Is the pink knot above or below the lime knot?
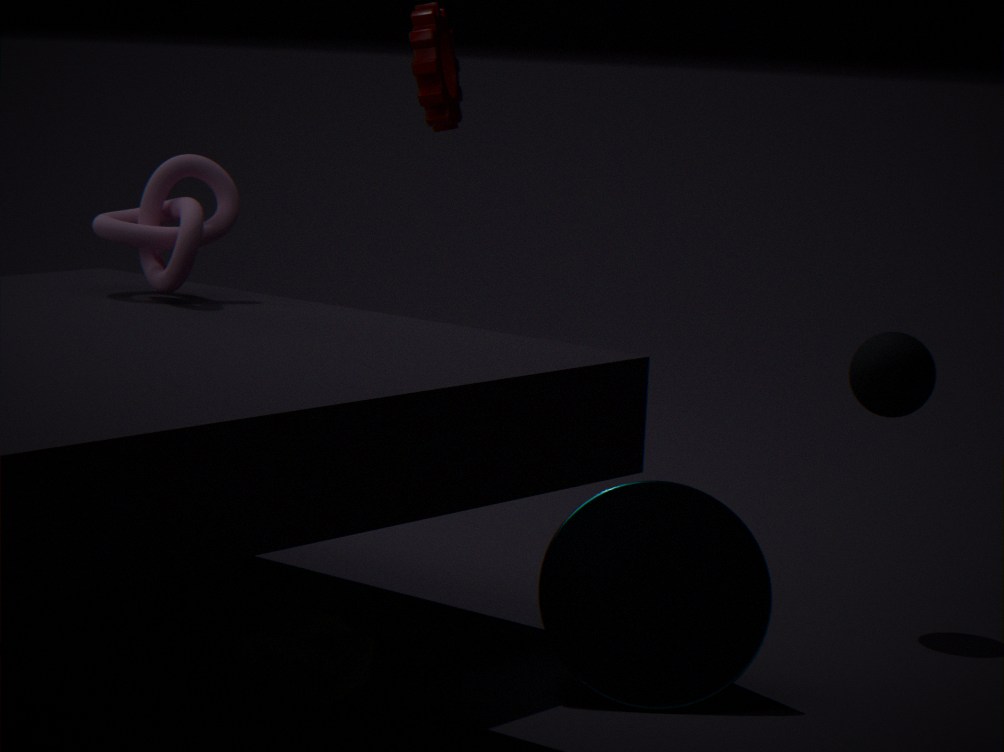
above
